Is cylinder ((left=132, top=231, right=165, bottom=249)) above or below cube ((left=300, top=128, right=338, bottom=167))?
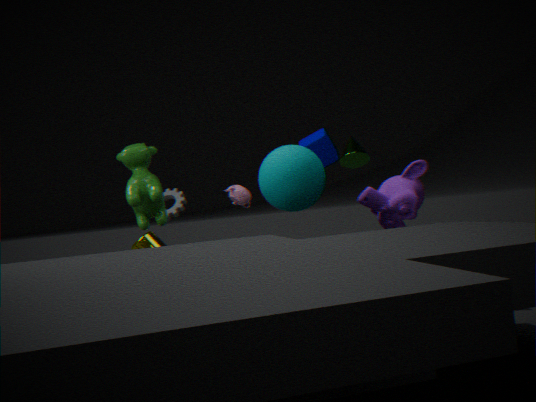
below
